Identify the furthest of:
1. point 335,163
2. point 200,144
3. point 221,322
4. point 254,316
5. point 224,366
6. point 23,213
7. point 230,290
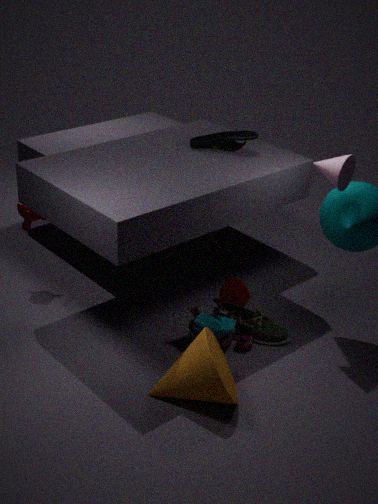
point 230,290
